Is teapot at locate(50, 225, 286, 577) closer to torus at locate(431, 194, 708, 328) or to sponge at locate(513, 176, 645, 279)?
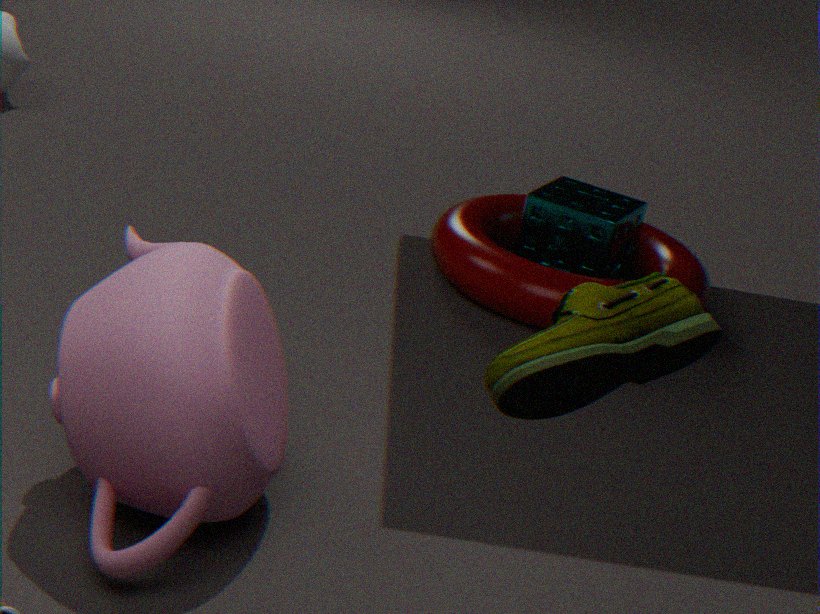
torus at locate(431, 194, 708, 328)
